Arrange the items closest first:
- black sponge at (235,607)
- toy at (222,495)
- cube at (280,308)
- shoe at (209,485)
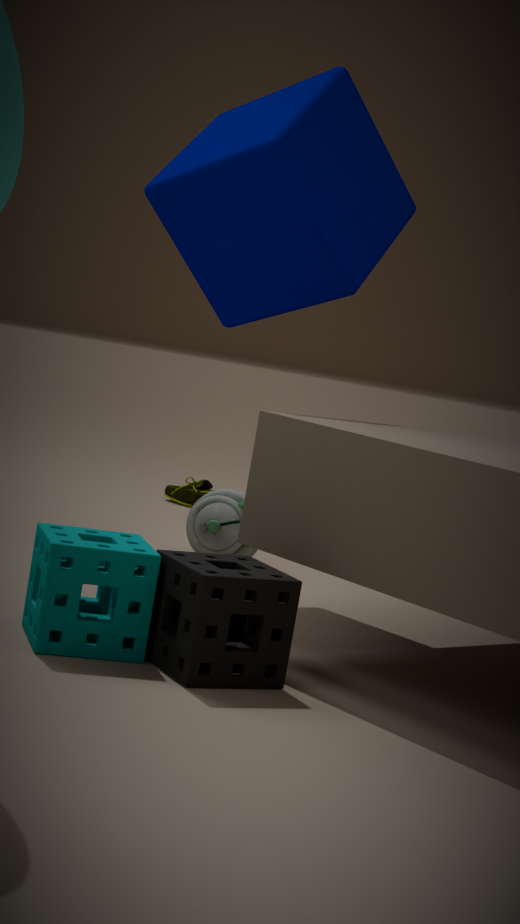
1. black sponge at (235,607)
2. cube at (280,308)
3. toy at (222,495)
4. shoe at (209,485)
